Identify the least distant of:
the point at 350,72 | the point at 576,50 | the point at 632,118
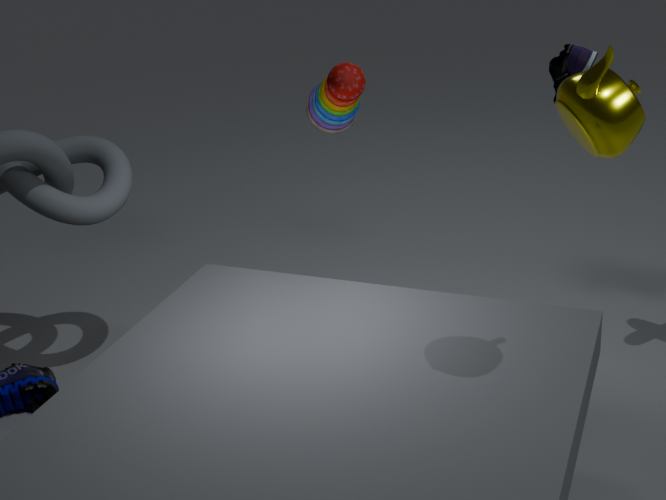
the point at 632,118
